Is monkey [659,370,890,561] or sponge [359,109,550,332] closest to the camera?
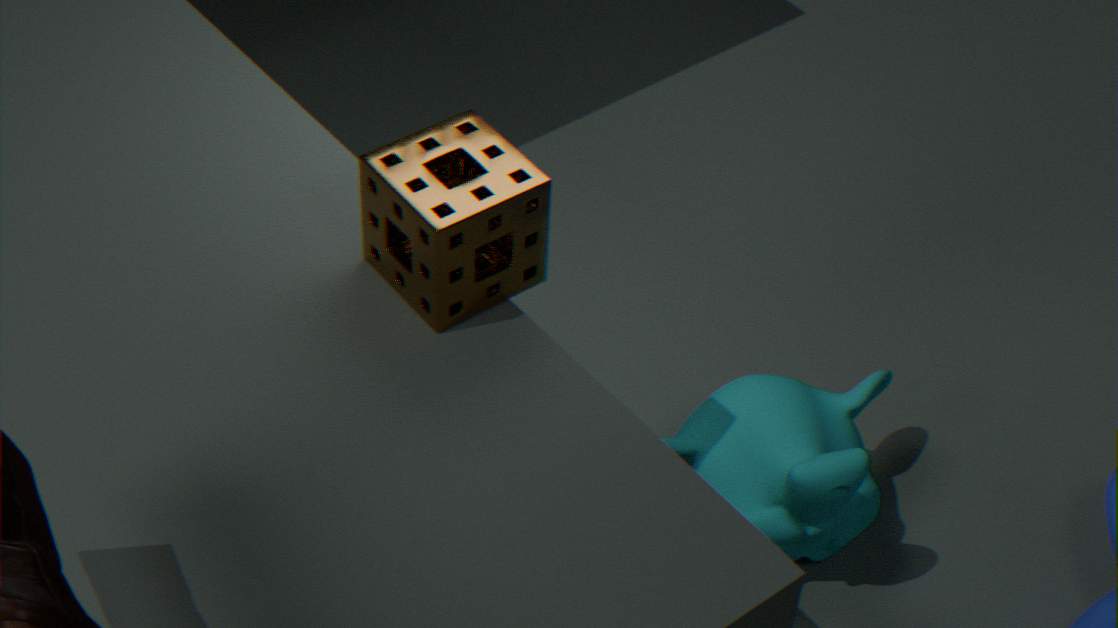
sponge [359,109,550,332]
